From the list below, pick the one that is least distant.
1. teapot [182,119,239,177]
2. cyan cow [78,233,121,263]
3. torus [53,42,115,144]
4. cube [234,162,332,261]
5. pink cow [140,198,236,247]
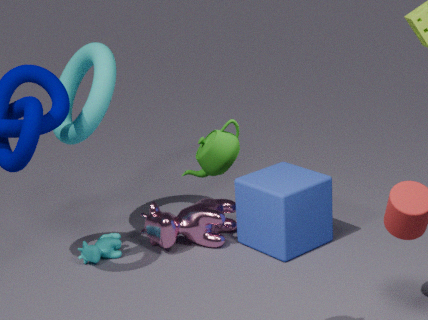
teapot [182,119,239,177]
